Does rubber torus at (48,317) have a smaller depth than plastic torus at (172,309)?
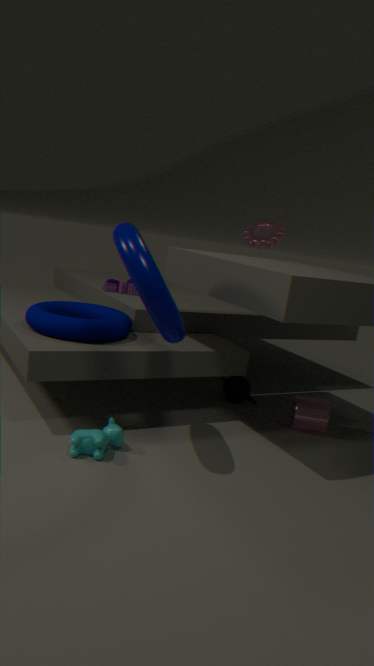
No
